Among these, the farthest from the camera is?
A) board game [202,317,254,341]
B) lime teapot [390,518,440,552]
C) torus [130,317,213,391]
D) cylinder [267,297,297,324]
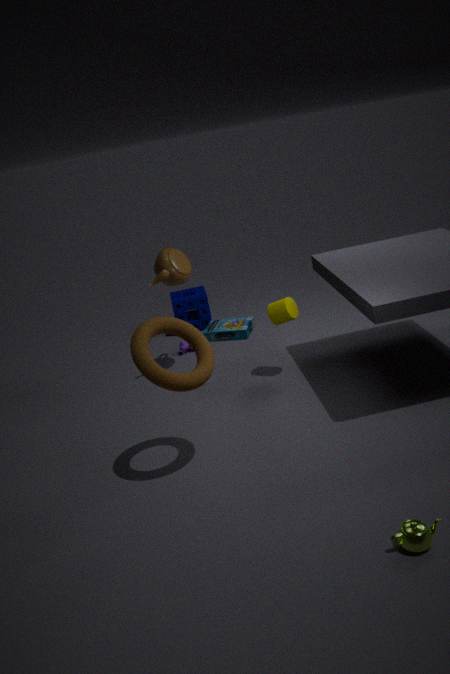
→ board game [202,317,254,341]
